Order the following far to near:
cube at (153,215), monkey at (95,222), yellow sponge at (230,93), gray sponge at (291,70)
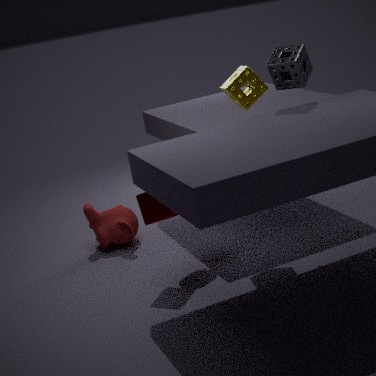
monkey at (95,222), yellow sponge at (230,93), gray sponge at (291,70), cube at (153,215)
